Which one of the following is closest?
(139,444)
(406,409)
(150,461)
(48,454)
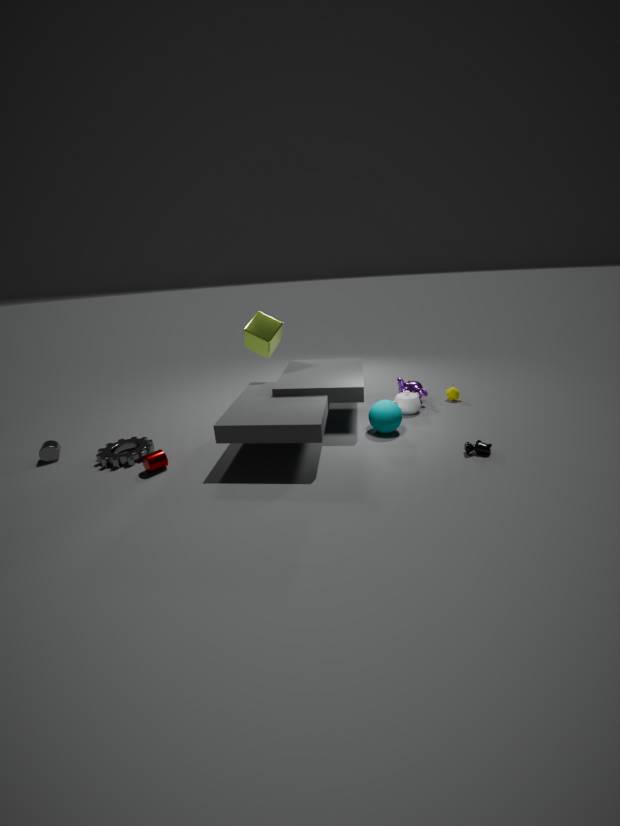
(150,461)
